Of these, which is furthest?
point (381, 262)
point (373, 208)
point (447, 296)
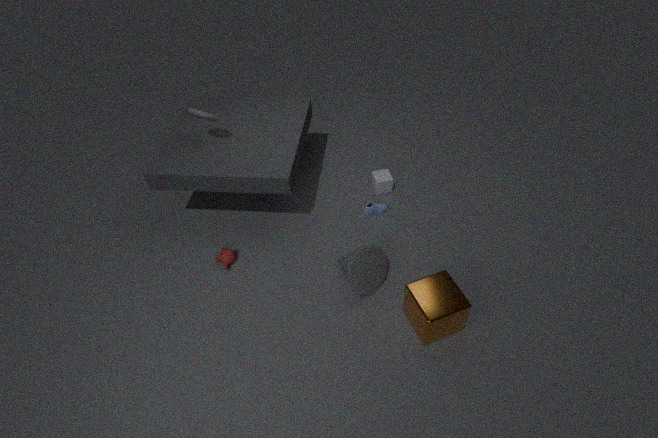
point (373, 208)
